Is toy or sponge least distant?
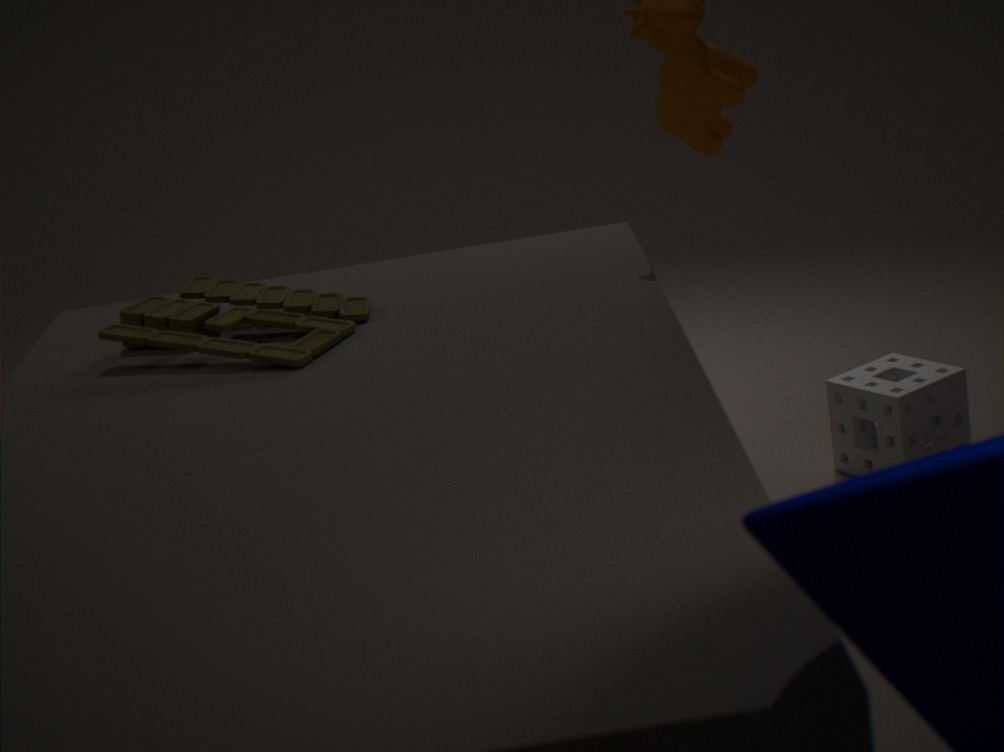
toy
